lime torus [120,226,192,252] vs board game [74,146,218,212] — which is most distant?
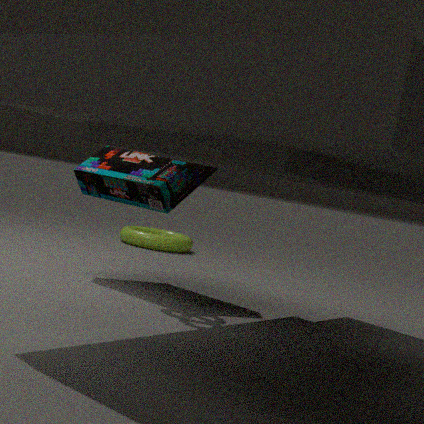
lime torus [120,226,192,252]
